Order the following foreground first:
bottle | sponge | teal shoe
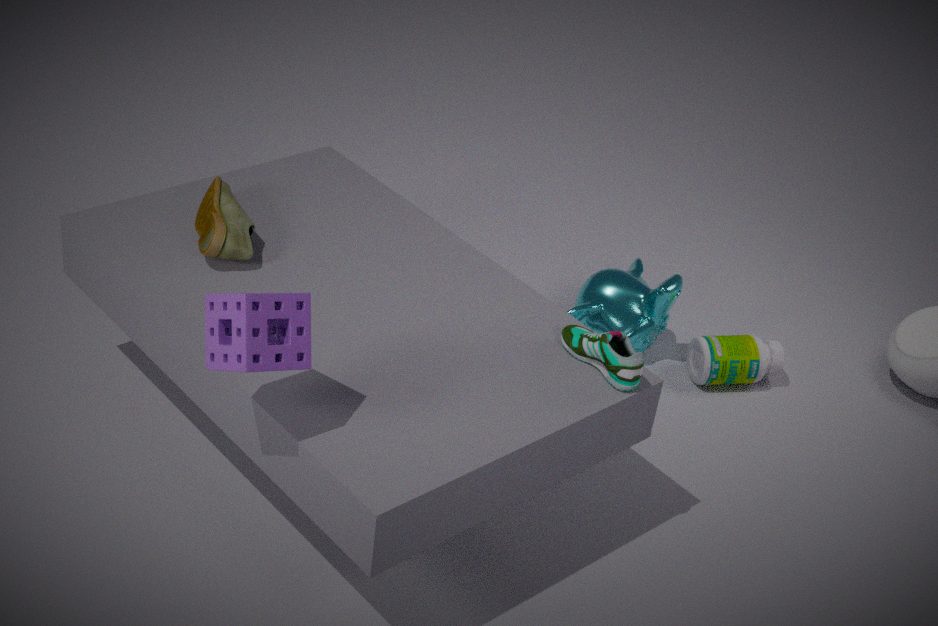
sponge, teal shoe, bottle
